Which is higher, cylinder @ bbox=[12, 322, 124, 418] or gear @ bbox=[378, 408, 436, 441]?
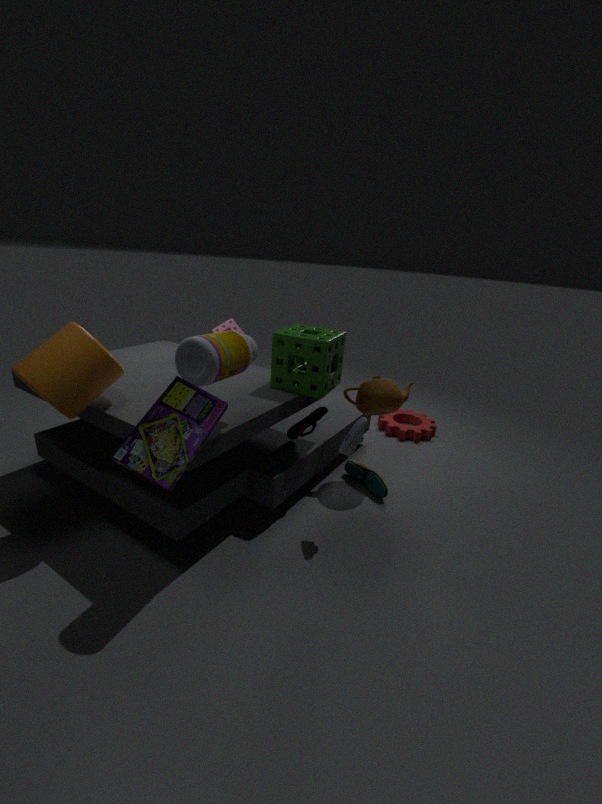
cylinder @ bbox=[12, 322, 124, 418]
